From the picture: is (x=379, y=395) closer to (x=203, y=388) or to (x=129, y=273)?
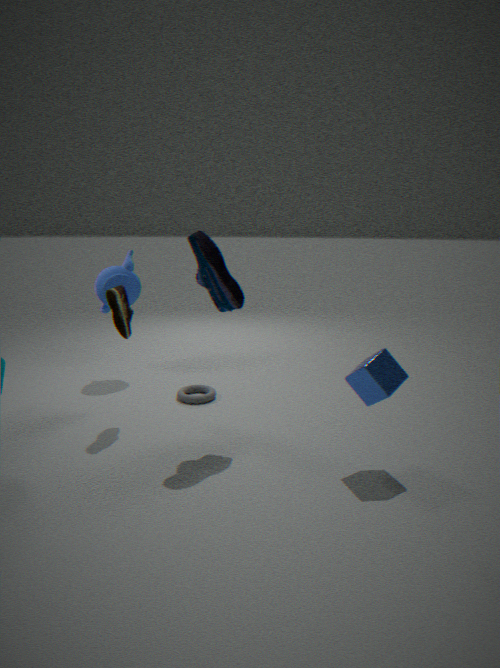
(x=203, y=388)
